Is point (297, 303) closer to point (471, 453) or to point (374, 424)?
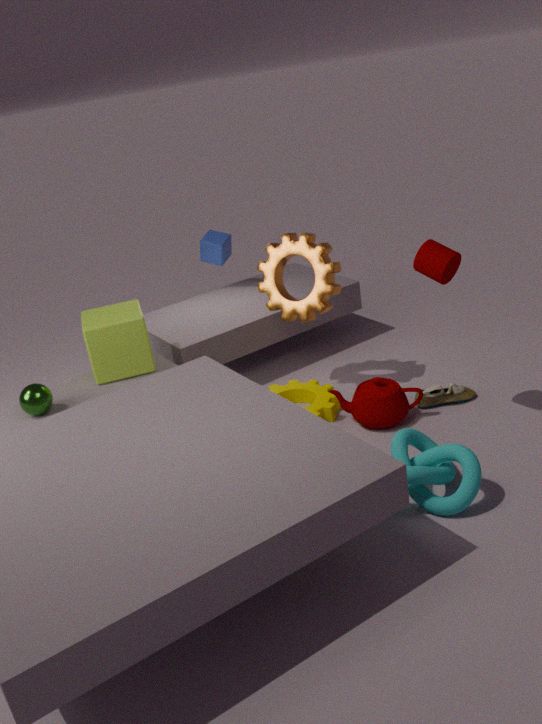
point (374, 424)
